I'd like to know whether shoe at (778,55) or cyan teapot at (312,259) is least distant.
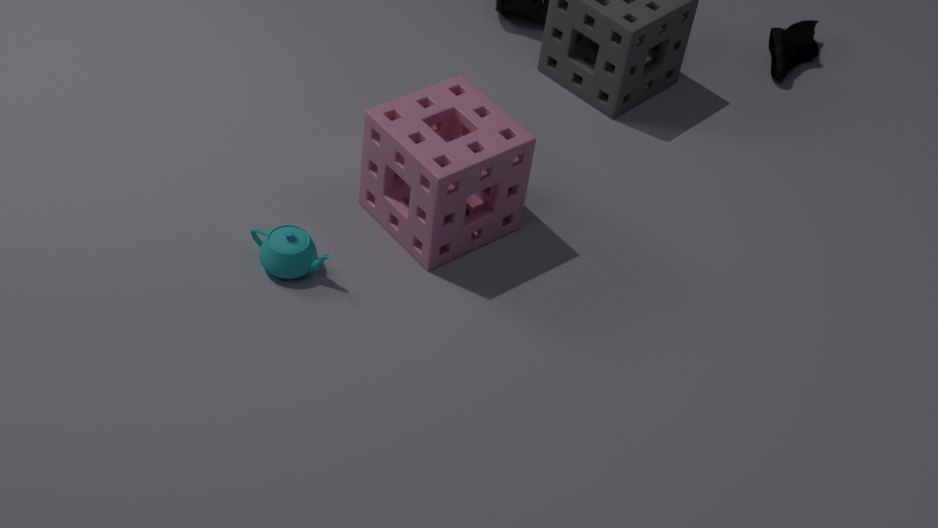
cyan teapot at (312,259)
